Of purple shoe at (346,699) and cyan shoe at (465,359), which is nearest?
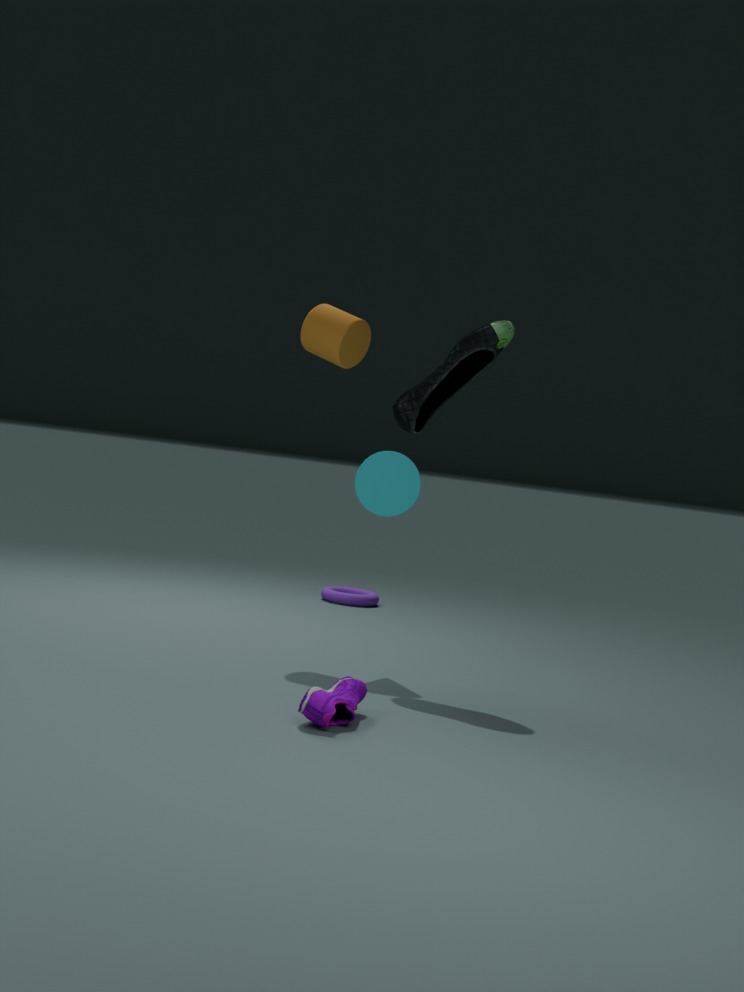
purple shoe at (346,699)
